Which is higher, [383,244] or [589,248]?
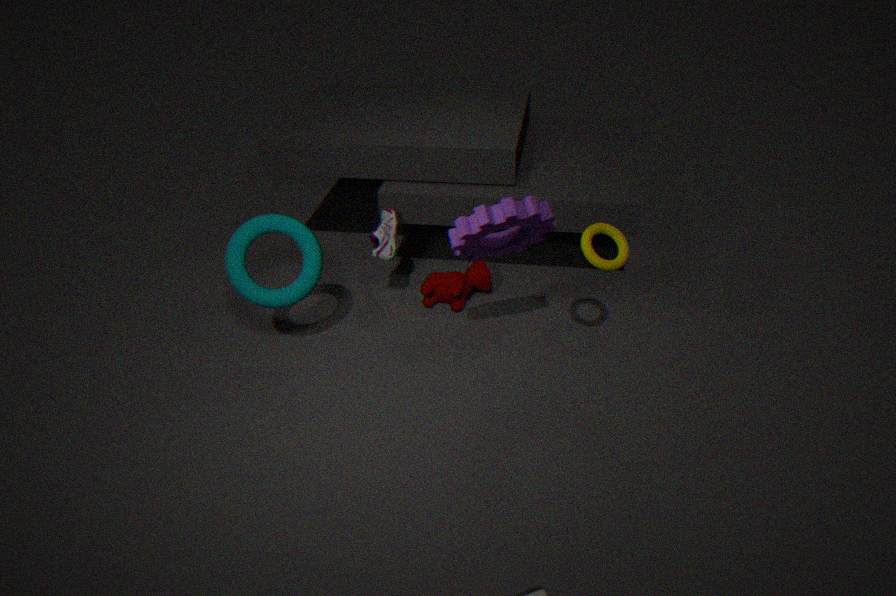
[589,248]
